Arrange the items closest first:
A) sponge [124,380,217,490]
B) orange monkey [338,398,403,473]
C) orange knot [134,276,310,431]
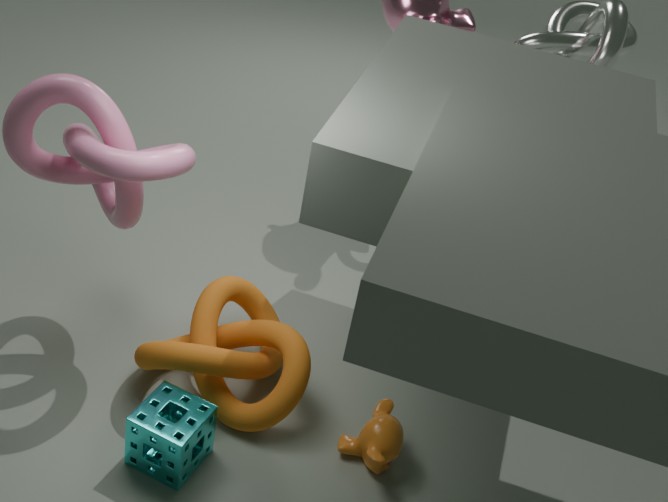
sponge [124,380,217,490] → orange monkey [338,398,403,473] → orange knot [134,276,310,431]
